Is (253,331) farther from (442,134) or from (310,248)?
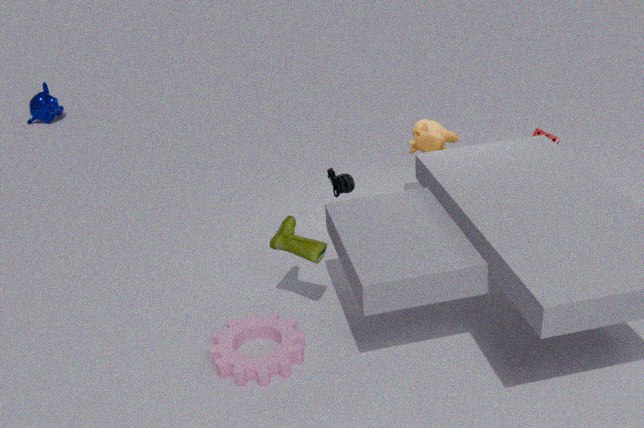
(442,134)
